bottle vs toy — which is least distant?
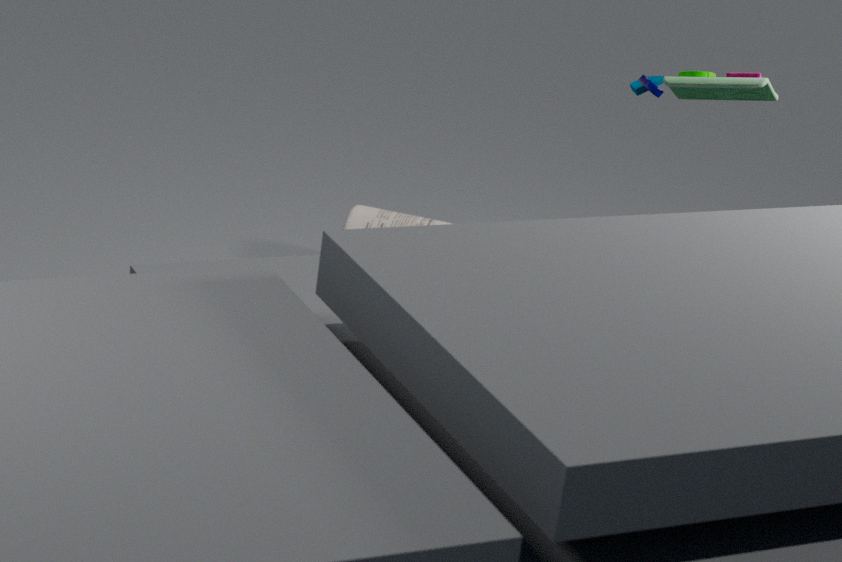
toy
